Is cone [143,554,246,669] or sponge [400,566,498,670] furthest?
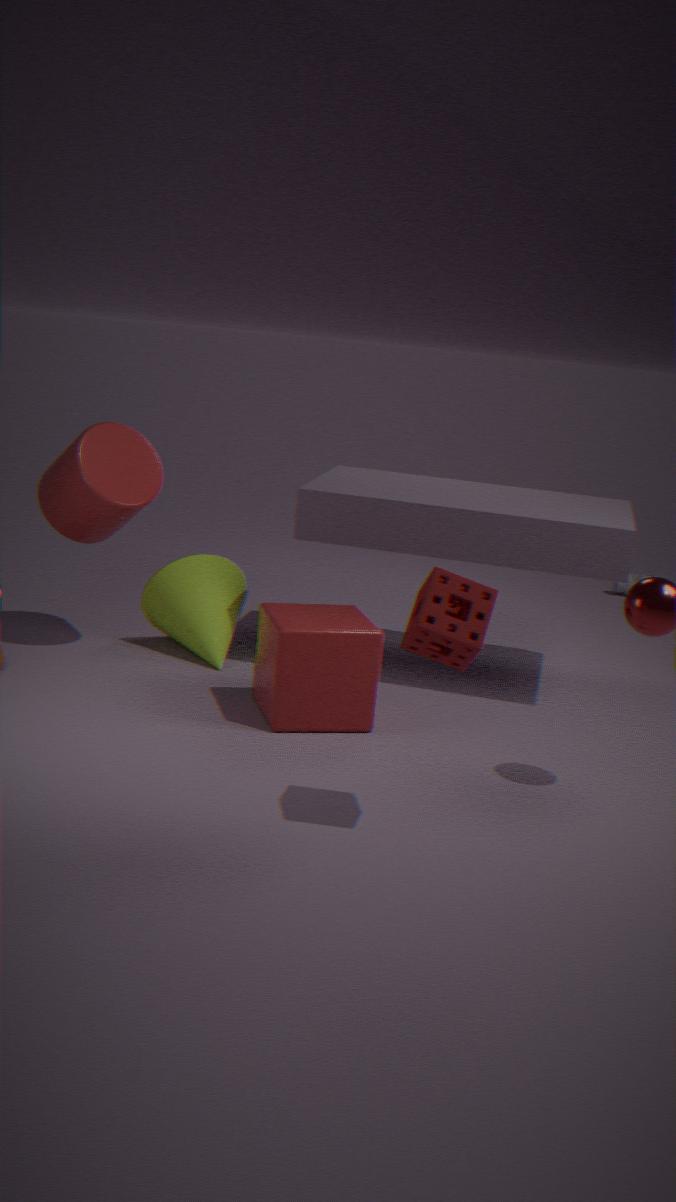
cone [143,554,246,669]
